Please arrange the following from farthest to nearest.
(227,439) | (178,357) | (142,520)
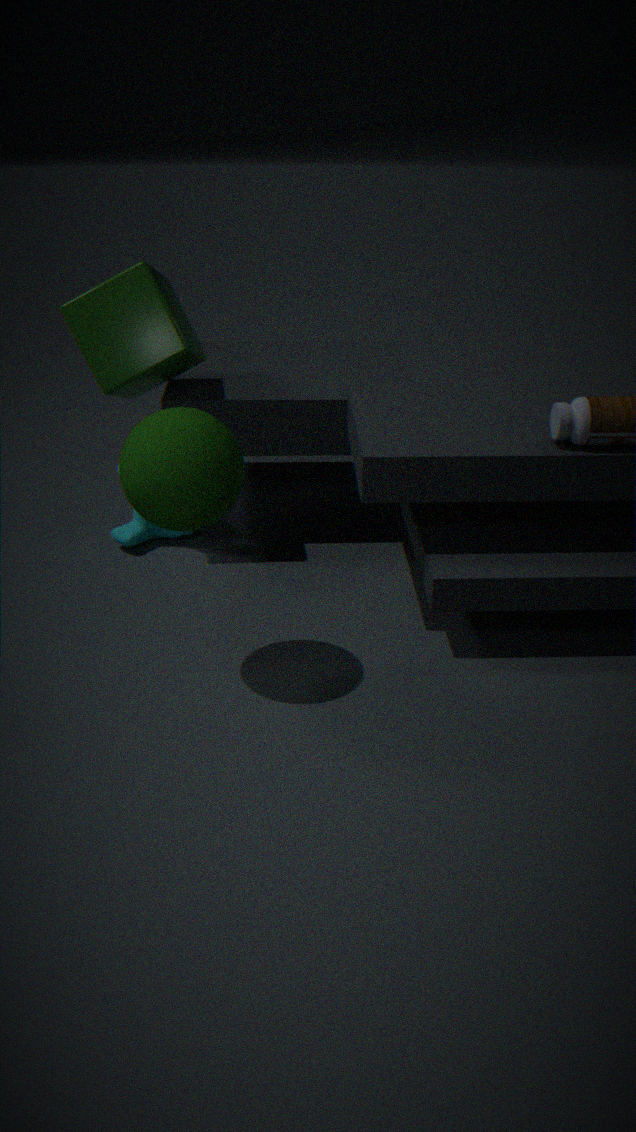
(142,520)
(178,357)
(227,439)
